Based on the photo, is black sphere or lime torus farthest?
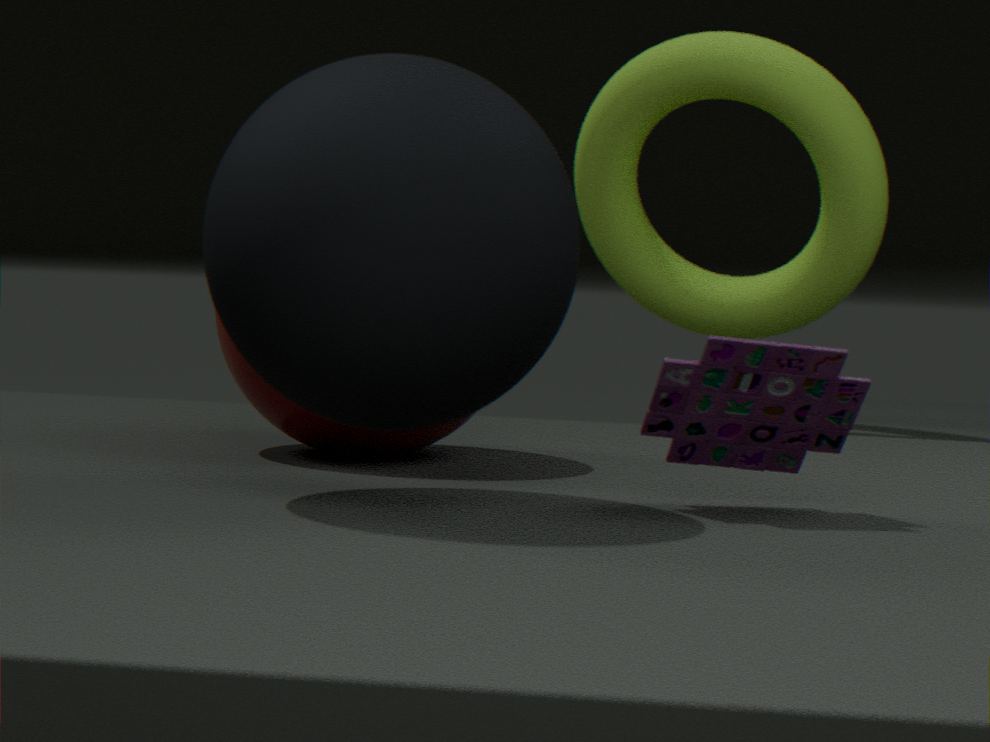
lime torus
